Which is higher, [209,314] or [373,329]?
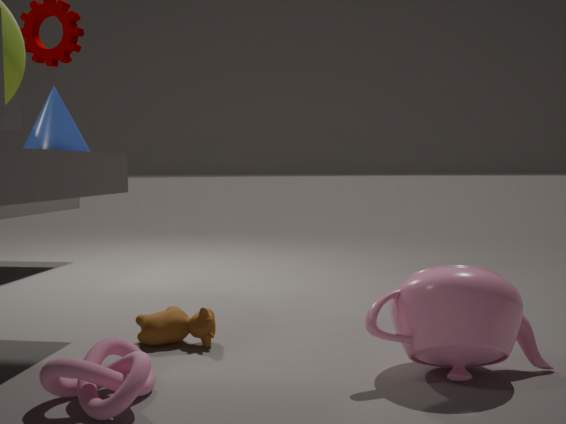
[373,329]
